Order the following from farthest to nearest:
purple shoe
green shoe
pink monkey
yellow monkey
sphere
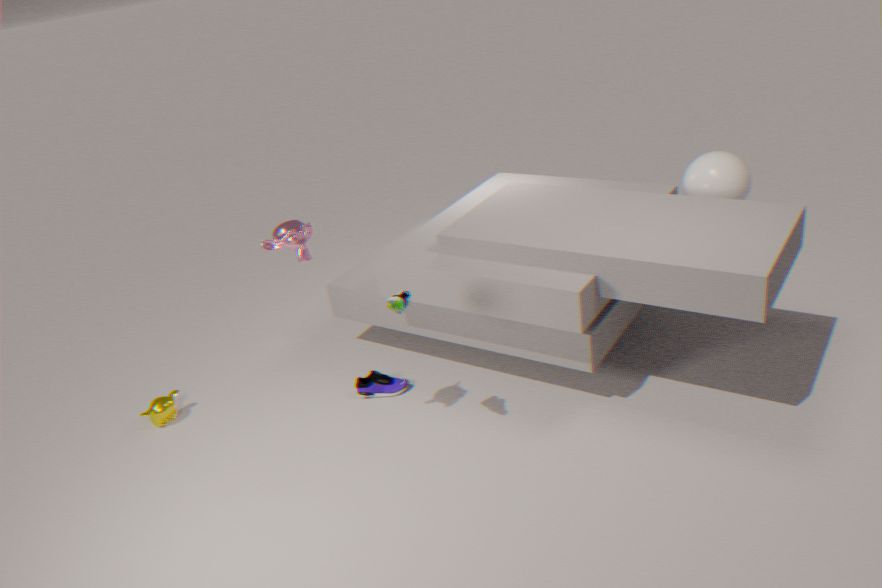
yellow monkey, purple shoe, sphere, green shoe, pink monkey
